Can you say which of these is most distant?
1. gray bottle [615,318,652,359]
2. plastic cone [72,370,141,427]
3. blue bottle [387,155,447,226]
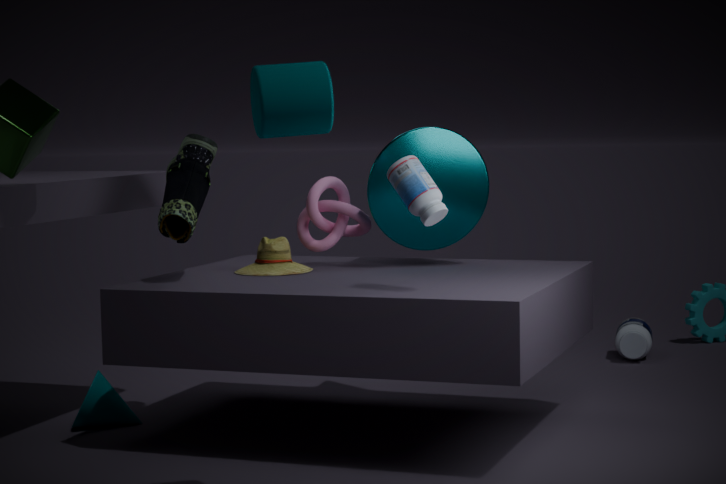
gray bottle [615,318,652,359]
